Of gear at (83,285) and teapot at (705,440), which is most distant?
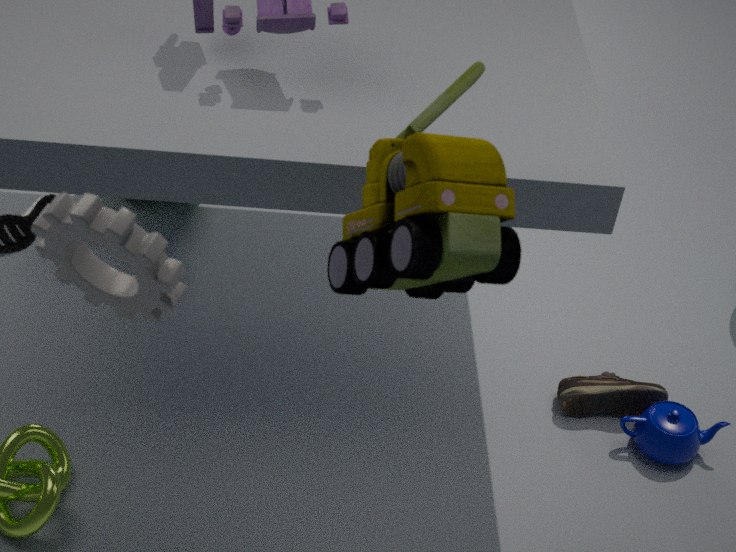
teapot at (705,440)
